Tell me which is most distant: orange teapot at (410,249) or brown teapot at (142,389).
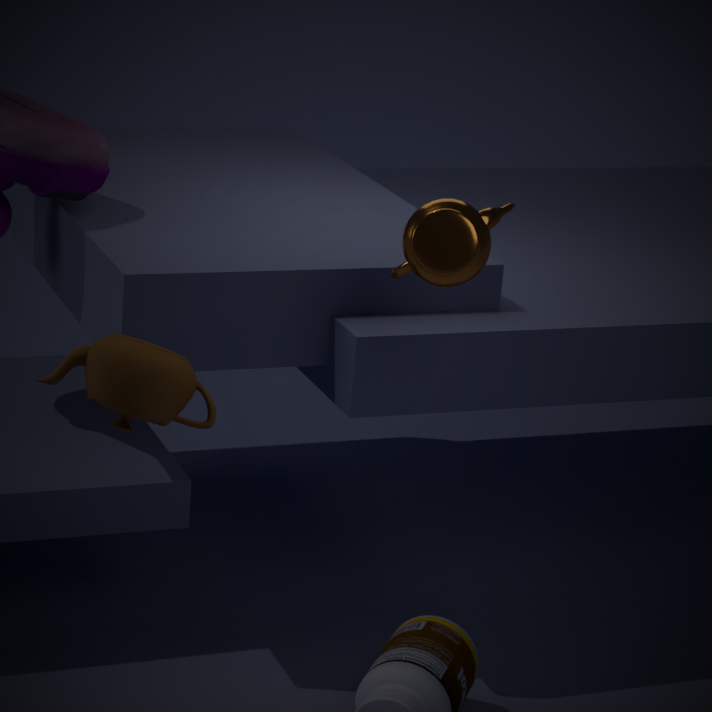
orange teapot at (410,249)
